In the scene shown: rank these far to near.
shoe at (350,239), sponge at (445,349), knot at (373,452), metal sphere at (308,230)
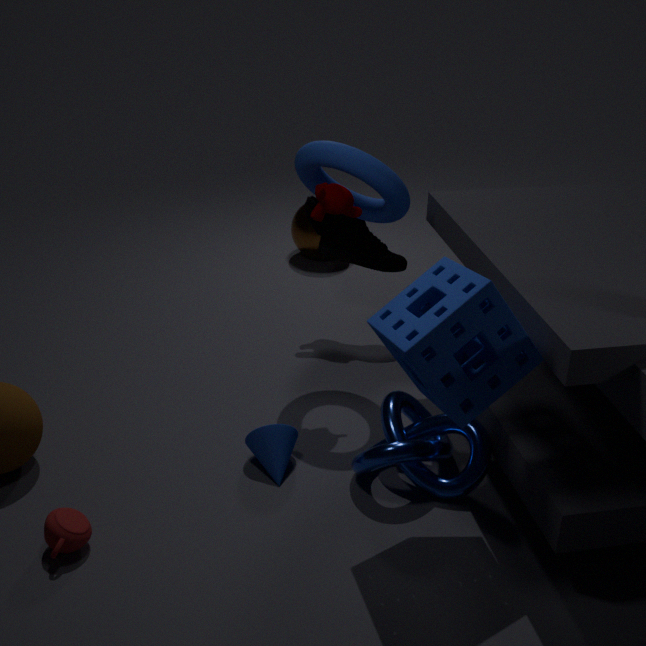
metal sphere at (308,230) < shoe at (350,239) < knot at (373,452) < sponge at (445,349)
